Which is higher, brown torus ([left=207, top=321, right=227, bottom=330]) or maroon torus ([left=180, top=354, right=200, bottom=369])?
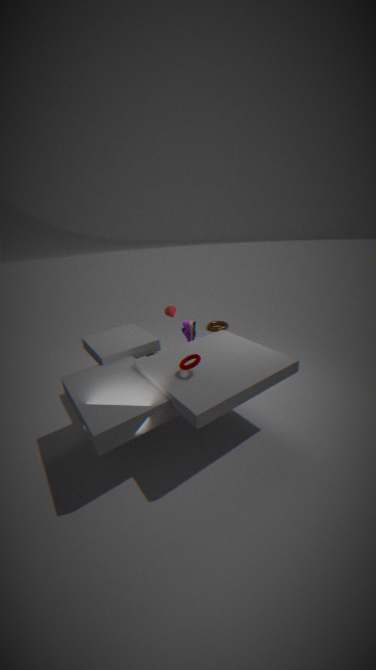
maroon torus ([left=180, top=354, right=200, bottom=369])
